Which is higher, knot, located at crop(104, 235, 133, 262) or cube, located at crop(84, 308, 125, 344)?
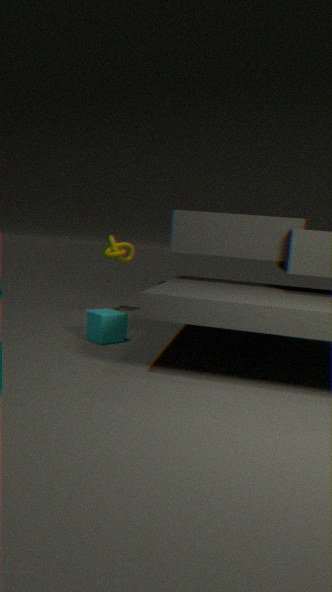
knot, located at crop(104, 235, 133, 262)
